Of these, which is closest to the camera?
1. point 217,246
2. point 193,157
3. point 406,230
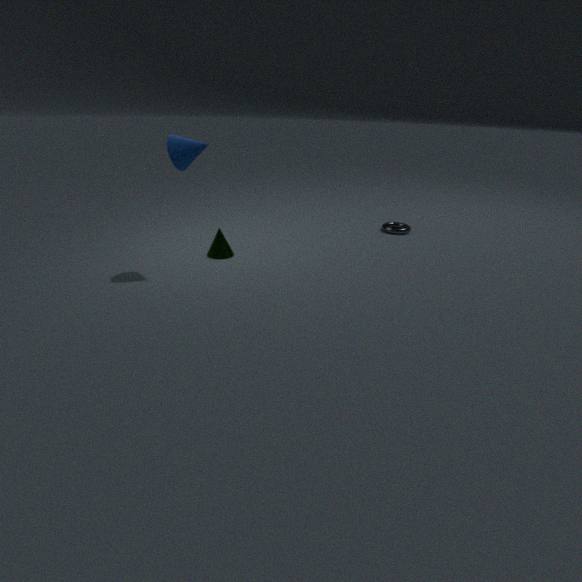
point 193,157
